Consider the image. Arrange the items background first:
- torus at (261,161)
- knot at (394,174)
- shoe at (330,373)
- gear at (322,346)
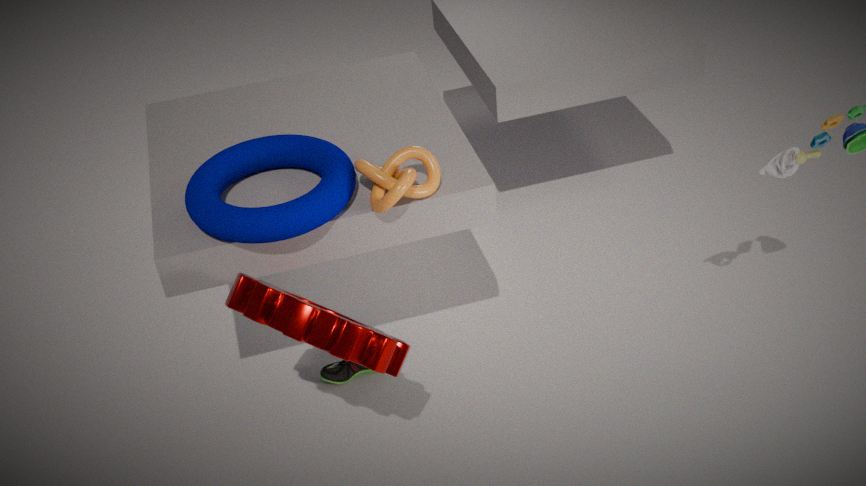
shoe at (330,373)
knot at (394,174)
torus at (261,161)
gear at (322,346)
